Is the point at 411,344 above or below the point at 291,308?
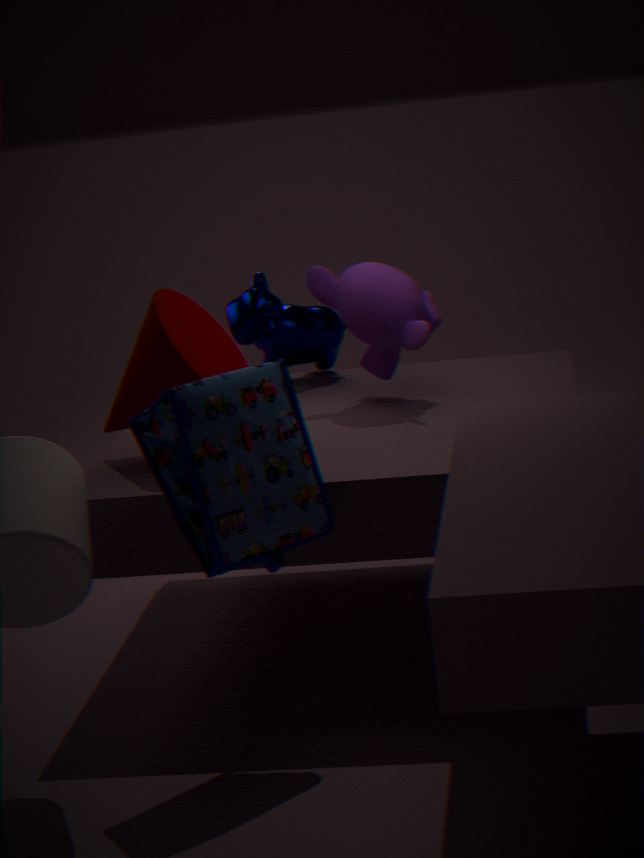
above
